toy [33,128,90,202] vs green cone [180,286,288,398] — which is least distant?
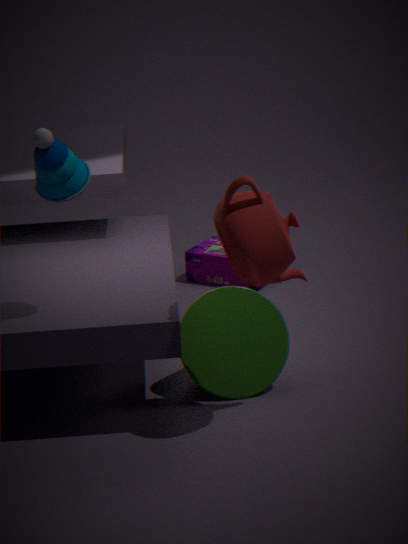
A: toy [33,128,90,202]
